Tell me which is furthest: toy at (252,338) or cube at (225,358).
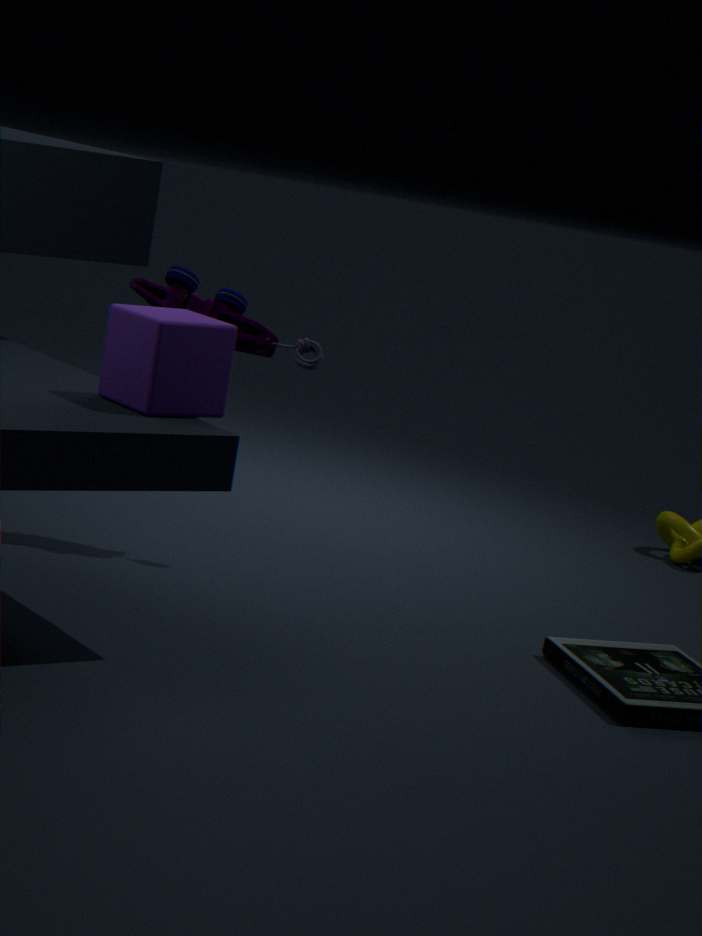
toy at (252,338)
